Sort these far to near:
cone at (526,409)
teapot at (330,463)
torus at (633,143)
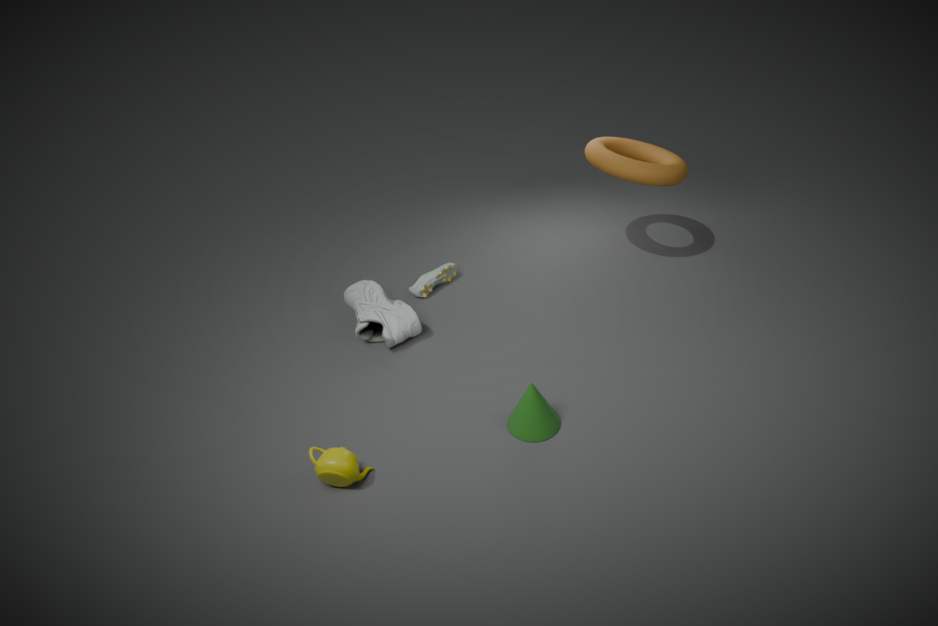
torus at (633,143) < cone at (526,409) < teapot at (330,463)
